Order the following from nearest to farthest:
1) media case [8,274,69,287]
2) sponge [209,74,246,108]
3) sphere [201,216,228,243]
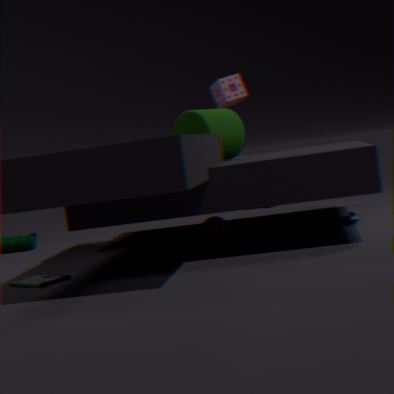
1. 1. media case [8,274,69,287]
2. 3. sphere [201,216,228,243]
3. 2. sponge [209,74,246,108]
